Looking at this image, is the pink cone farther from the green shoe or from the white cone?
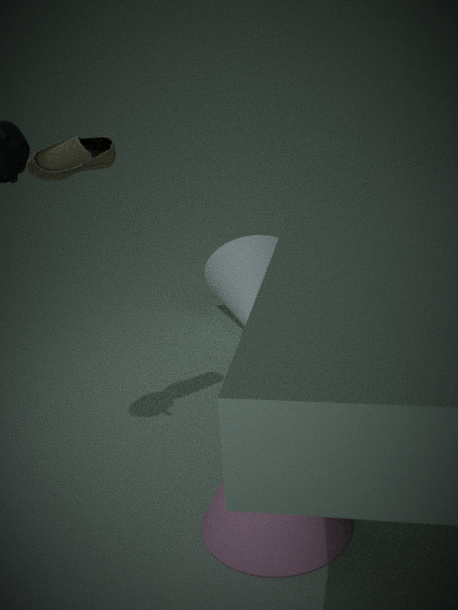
the white cone
